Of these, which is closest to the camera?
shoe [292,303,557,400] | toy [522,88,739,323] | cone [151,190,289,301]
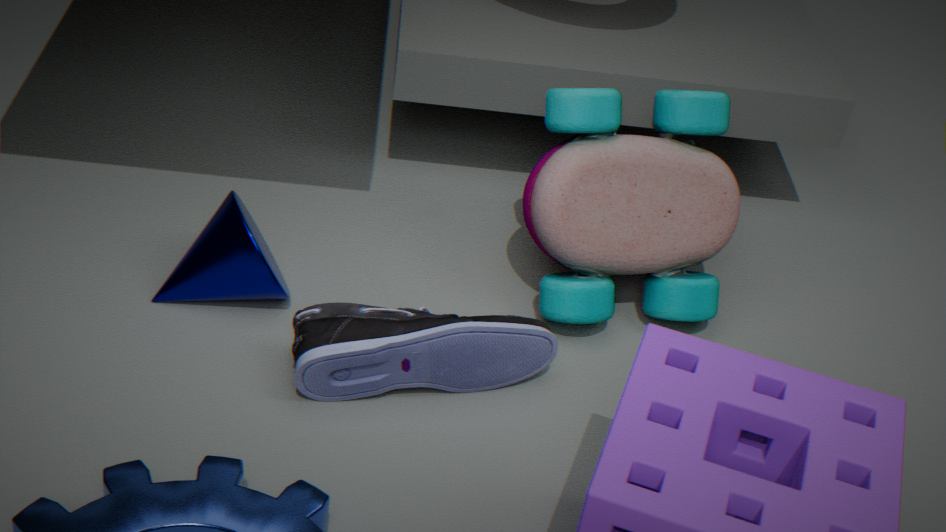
shoe [292,303,557,400]
